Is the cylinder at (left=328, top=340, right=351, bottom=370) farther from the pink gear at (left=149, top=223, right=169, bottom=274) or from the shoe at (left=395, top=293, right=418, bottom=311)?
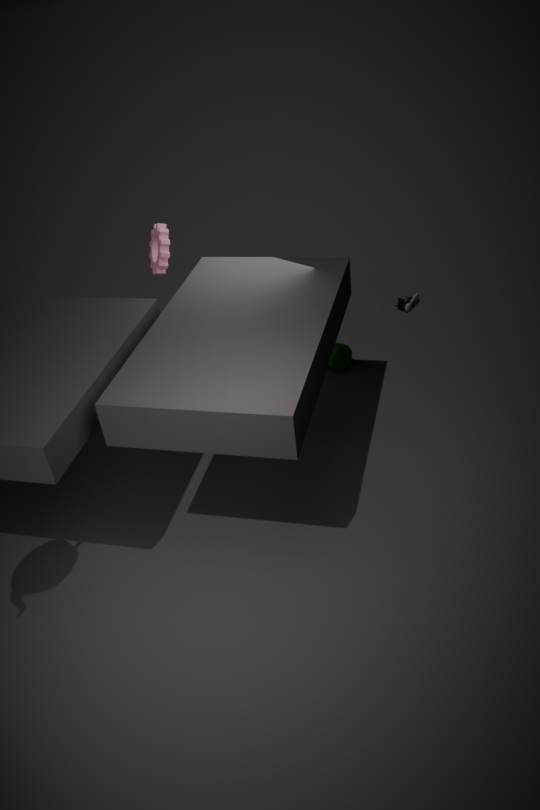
the pink gear at (left=149, top=223, right=169, bottom=274)
